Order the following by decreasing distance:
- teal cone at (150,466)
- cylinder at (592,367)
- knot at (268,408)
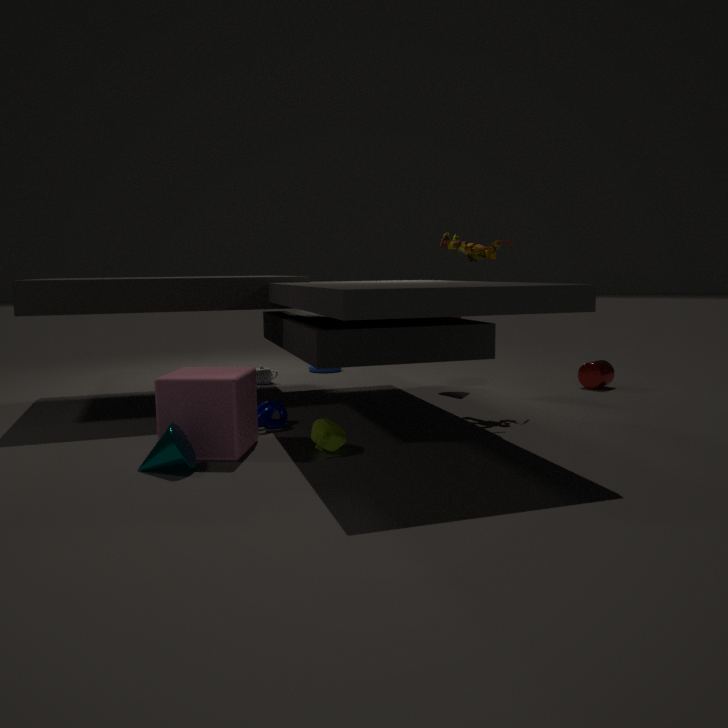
cylinder at (592,367)
knot at (268,408)
teal cone at (150,466)
